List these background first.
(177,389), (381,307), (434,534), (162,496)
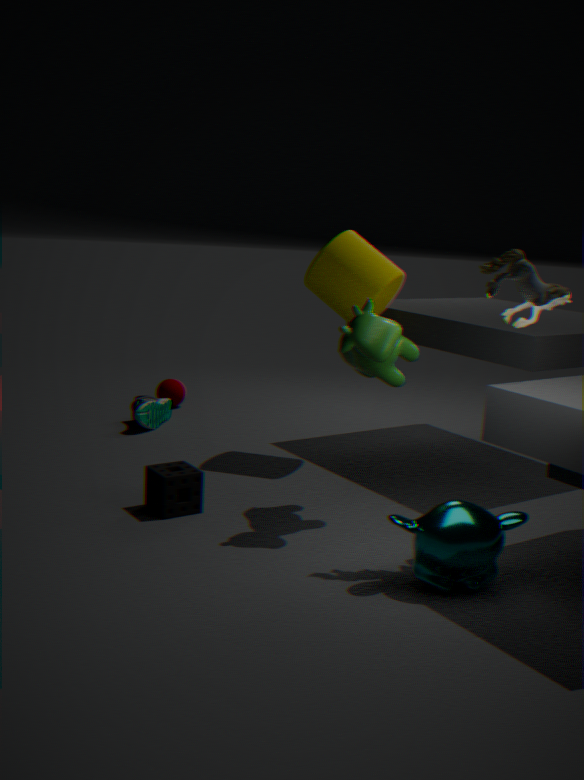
(177,389)
(381,307)
(162,496)
(434,534)
